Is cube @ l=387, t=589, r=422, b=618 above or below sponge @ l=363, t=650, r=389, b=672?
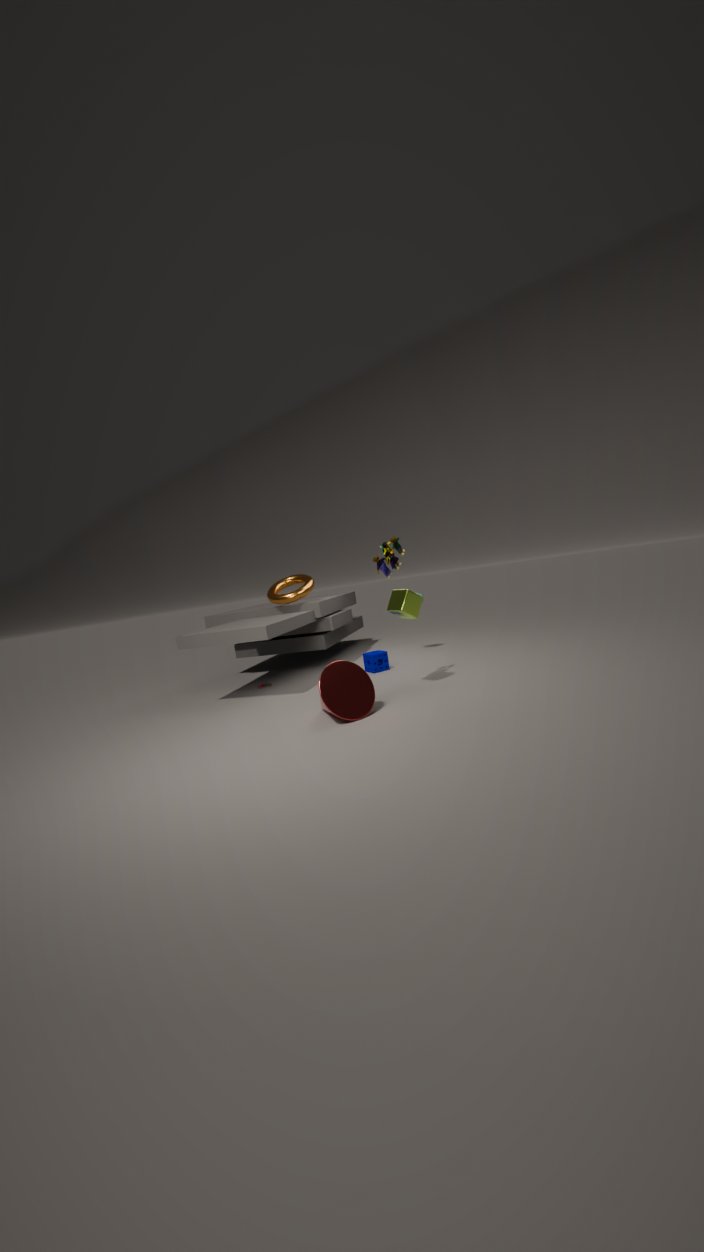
above
